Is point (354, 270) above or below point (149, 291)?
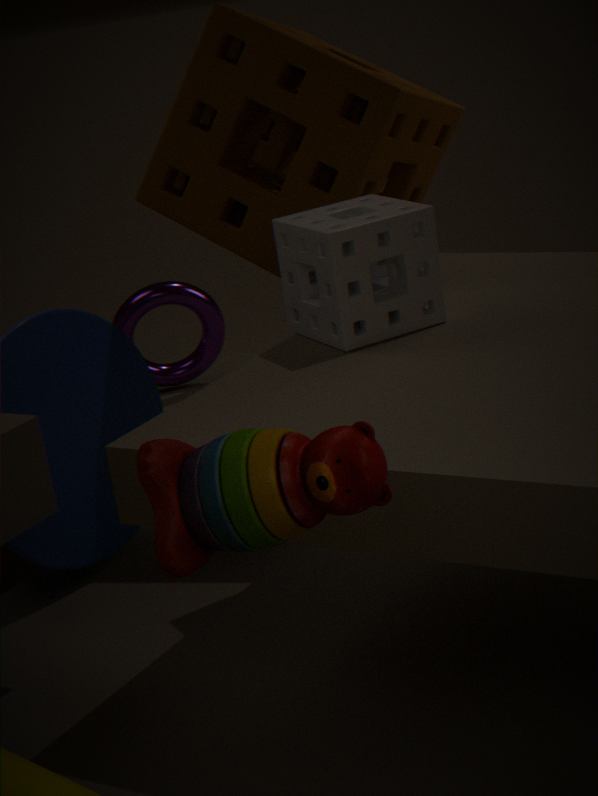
above
